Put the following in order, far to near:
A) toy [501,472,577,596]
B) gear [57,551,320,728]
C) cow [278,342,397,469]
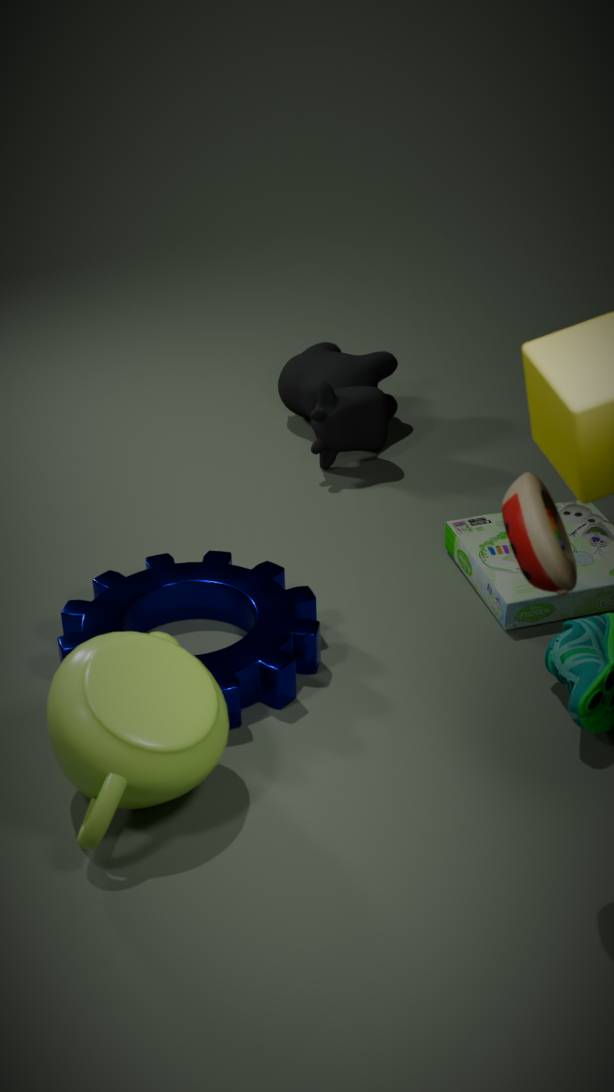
1. cow [278,342,397,469]
2. gear [57,551,320,728]
3. toy [501,472,577,596]
